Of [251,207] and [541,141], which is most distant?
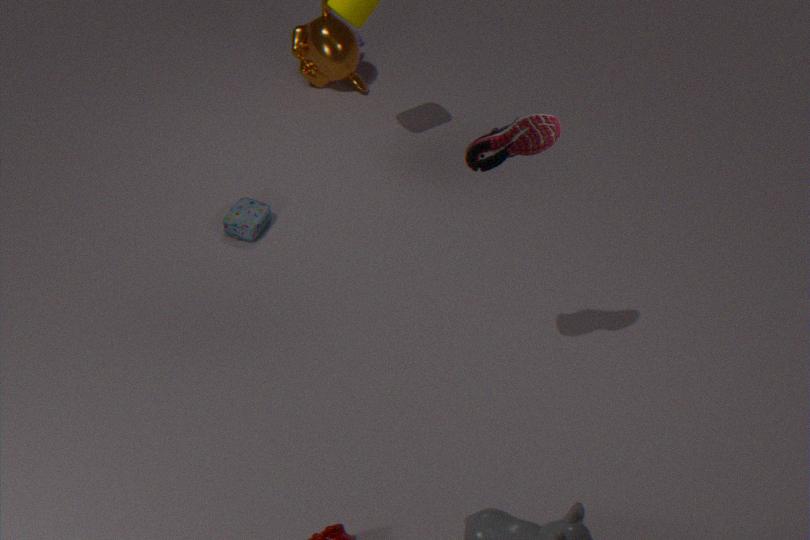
[251,207]
